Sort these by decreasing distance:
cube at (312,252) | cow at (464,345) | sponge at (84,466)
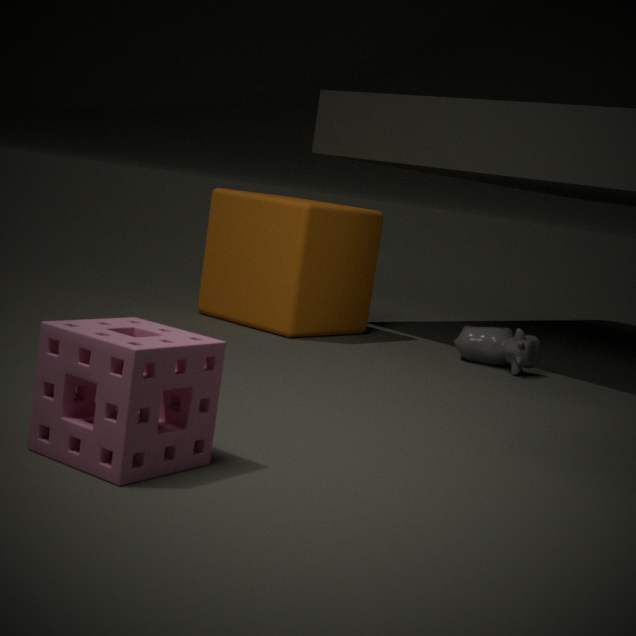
cube at (312,252) → cow at (464,345) → sponge at (84,466)
